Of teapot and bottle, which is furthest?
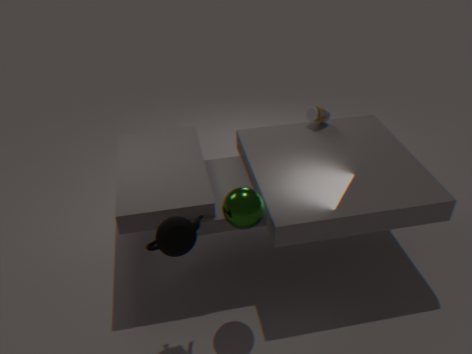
bottle
